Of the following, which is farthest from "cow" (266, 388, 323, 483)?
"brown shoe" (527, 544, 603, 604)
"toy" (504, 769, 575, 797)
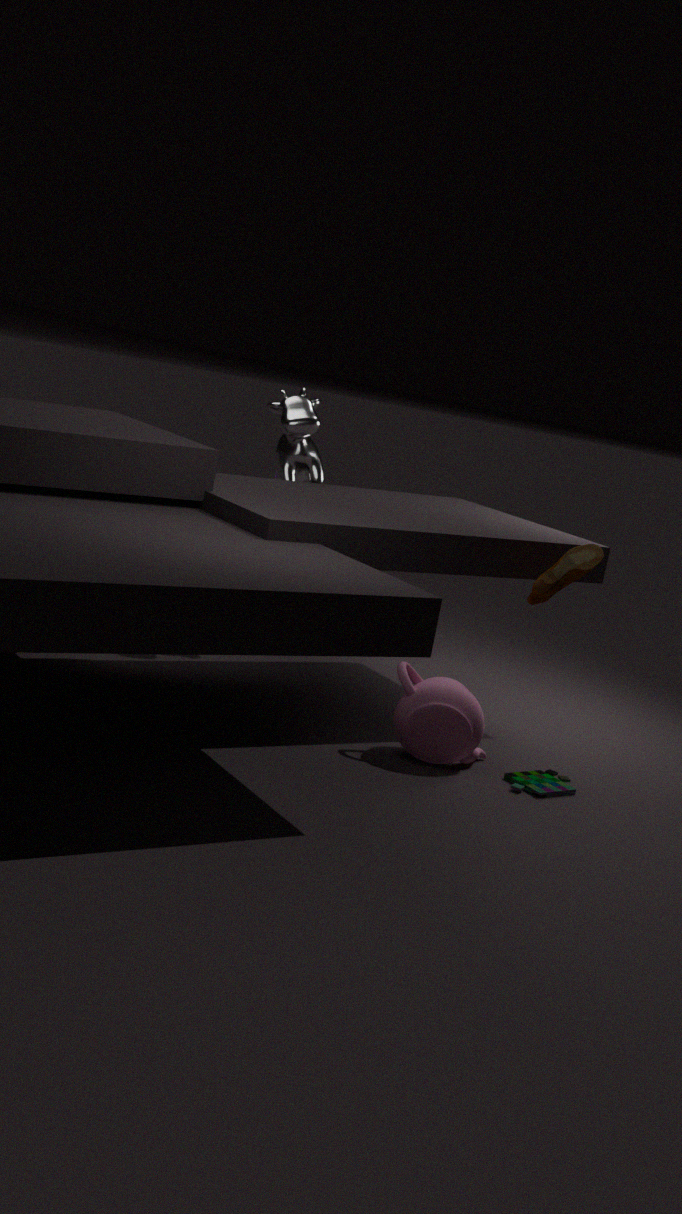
"toy" (504, 769, 575, 797)
